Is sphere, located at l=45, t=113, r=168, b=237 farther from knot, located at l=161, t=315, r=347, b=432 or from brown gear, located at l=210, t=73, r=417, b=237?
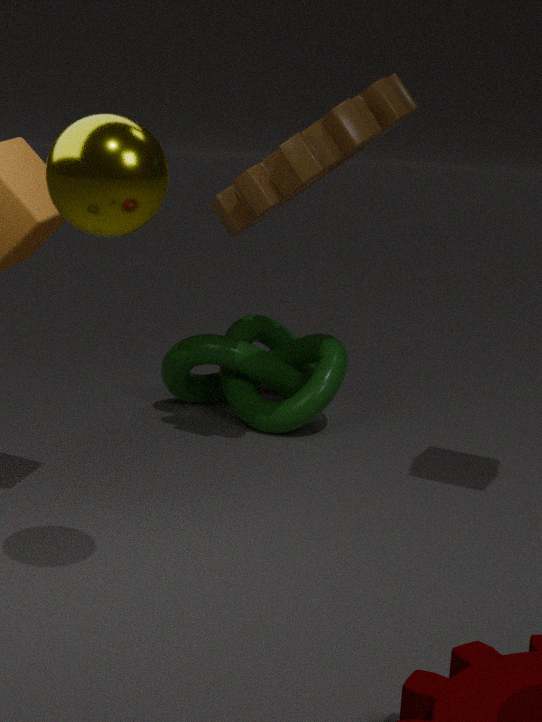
knot, located at l=161, t=315, r=347, b=432
